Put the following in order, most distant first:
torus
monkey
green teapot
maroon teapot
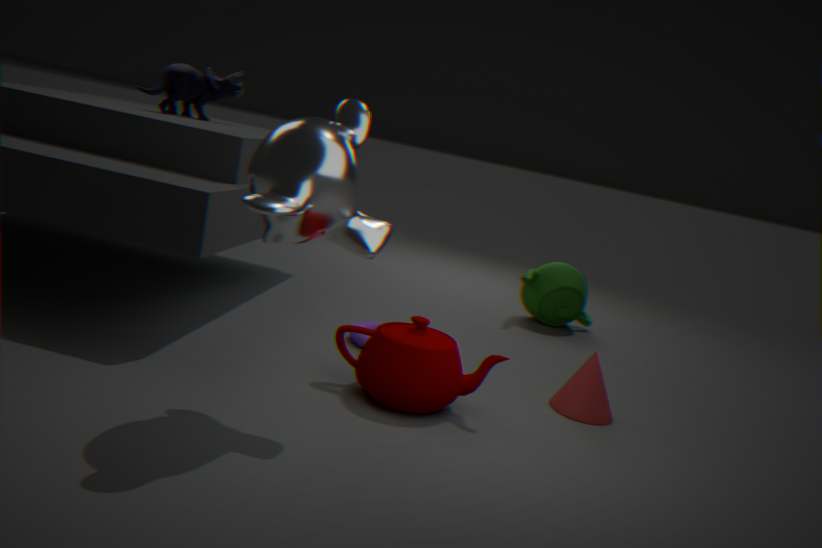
green teapot < torus < maroon teapot < monkey
